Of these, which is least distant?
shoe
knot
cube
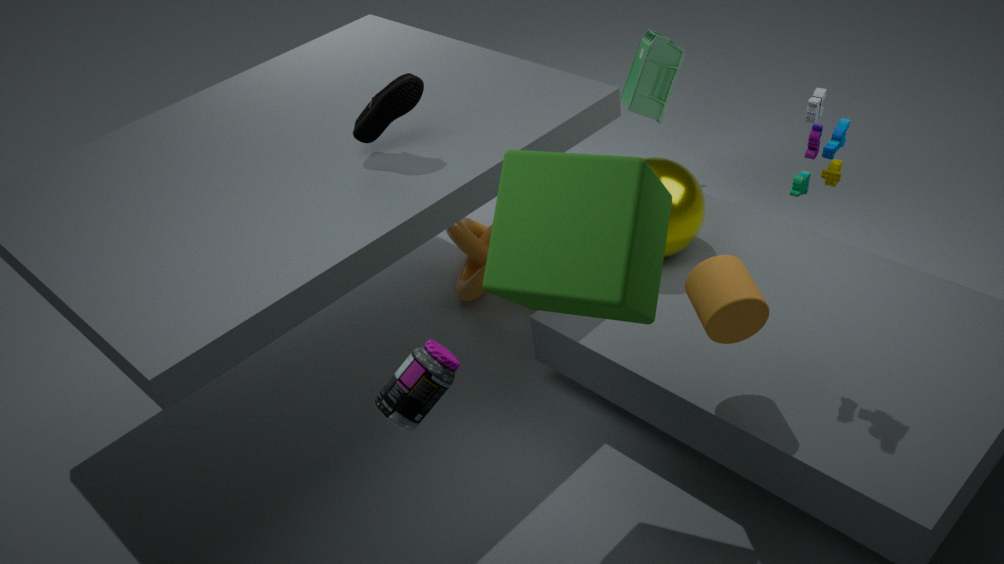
cube
